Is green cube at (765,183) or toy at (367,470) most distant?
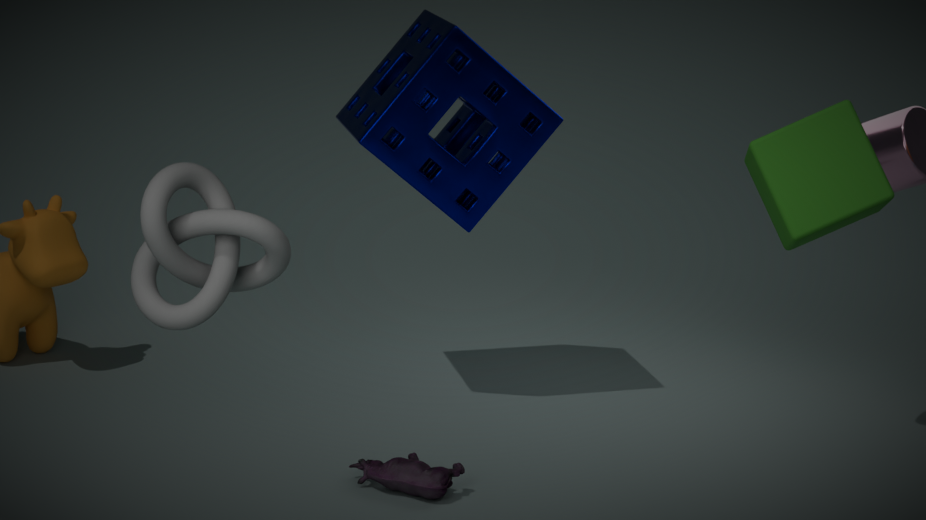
toy at (367,470)
